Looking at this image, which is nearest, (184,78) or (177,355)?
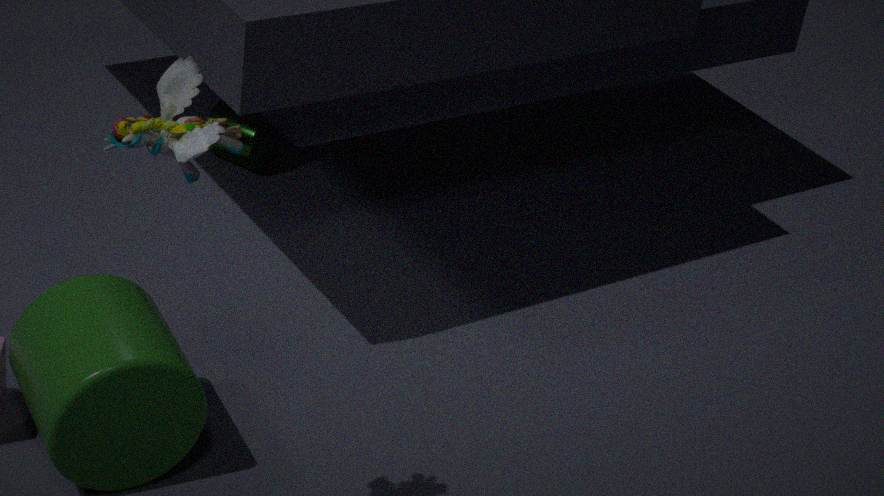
(184,78)
